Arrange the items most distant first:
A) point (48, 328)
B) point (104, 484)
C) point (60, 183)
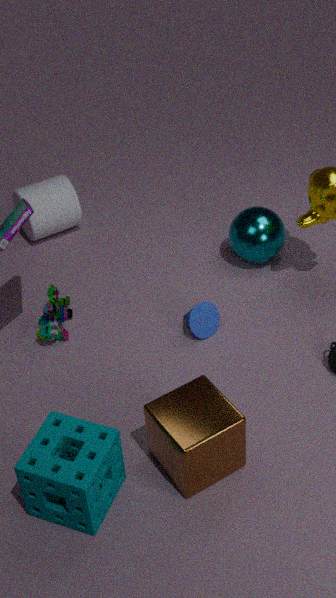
point (60, 183) → point (48, 328) → point (104, 484)
